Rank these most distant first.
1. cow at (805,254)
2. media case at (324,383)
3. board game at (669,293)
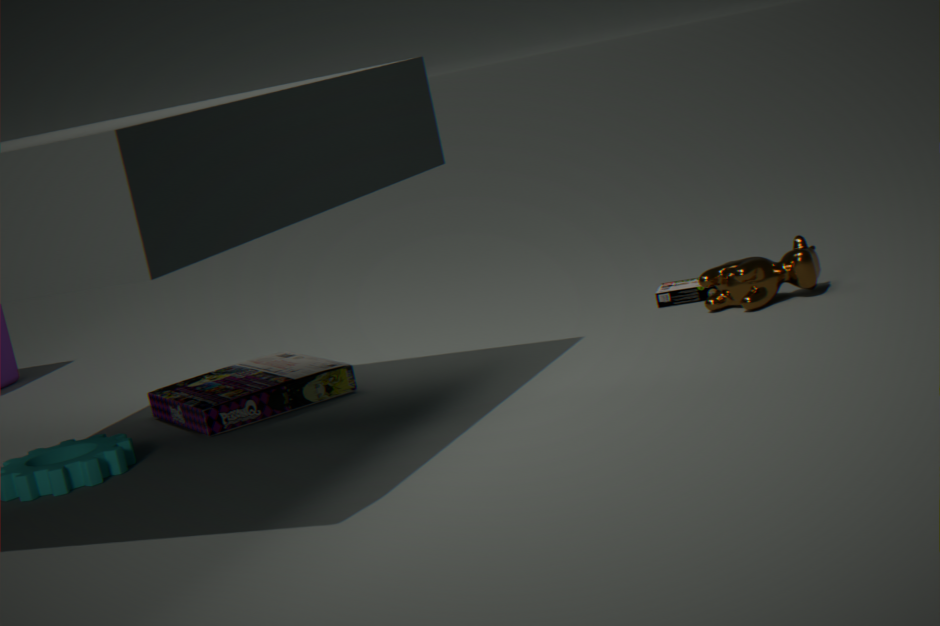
board game at (669,293) → cow at (805,254) → media case at (324,383)
